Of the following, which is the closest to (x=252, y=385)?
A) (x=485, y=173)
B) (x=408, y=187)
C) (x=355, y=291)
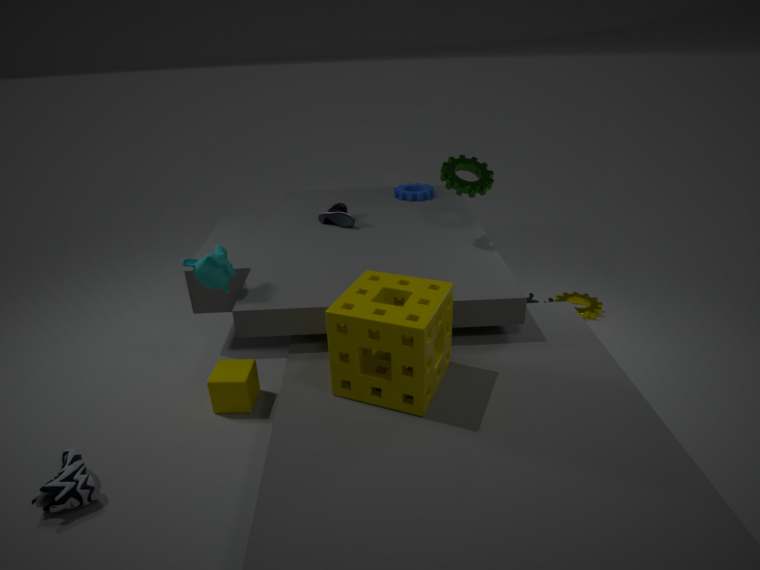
(x=355, y=291)
